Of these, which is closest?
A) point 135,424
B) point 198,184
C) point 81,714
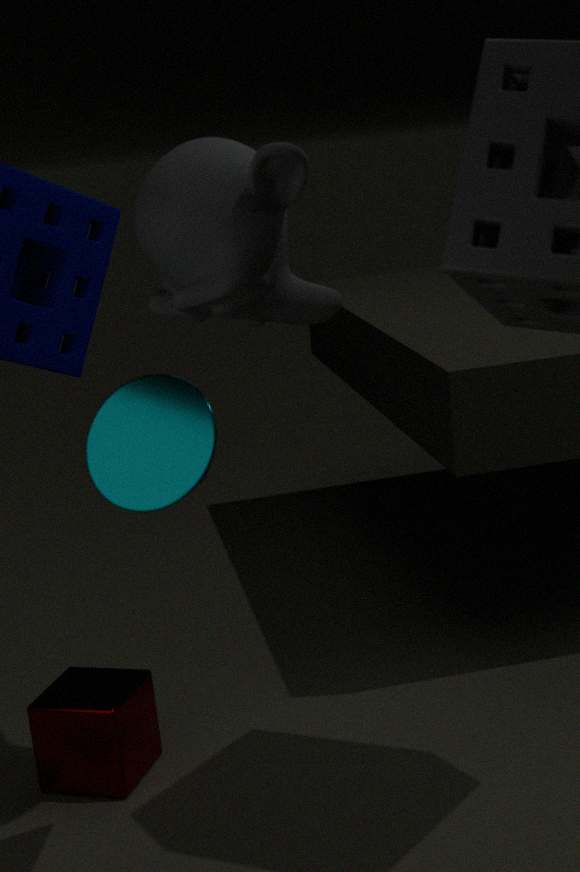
point 135,424
